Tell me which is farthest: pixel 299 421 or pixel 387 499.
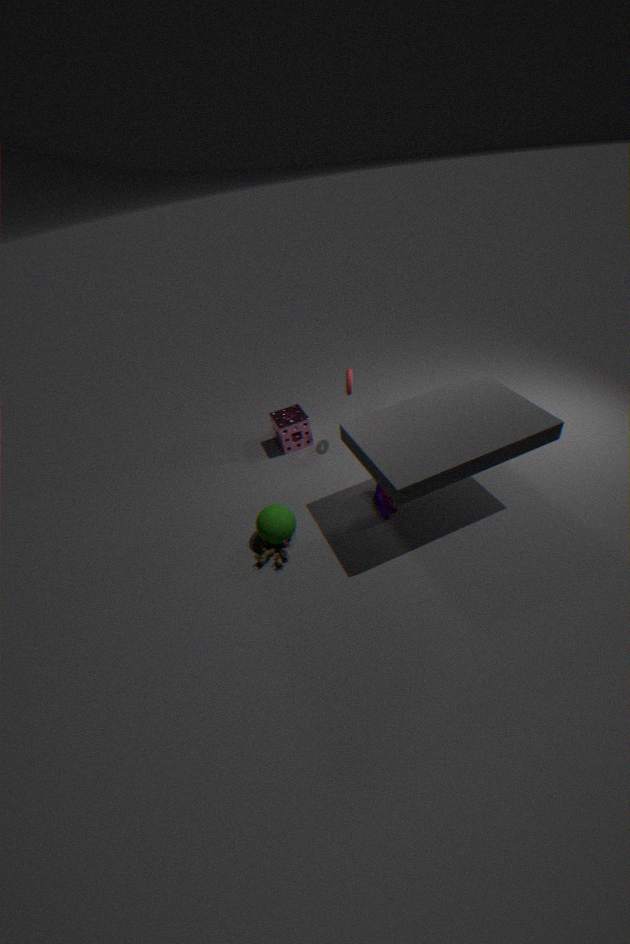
pixel 299 421
